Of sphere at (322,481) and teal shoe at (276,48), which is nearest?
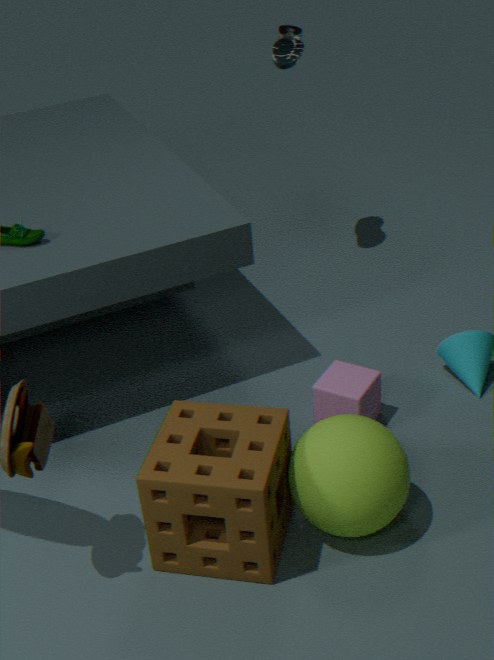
sphere at (322,481)
